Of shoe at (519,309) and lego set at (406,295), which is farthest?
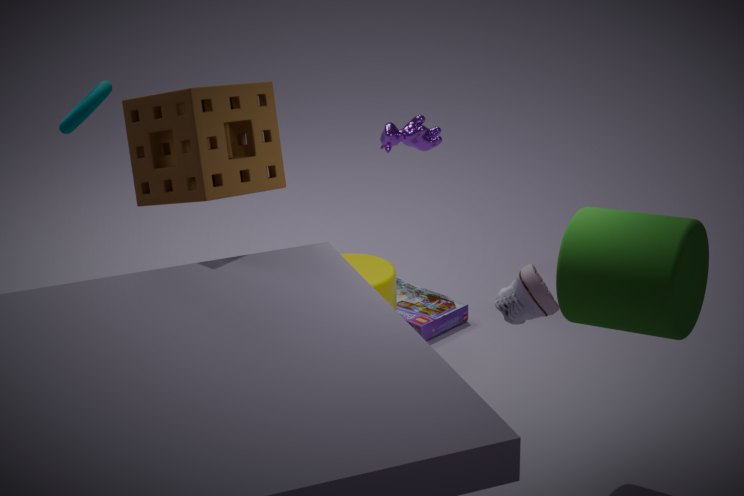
lego set at (406,295)
